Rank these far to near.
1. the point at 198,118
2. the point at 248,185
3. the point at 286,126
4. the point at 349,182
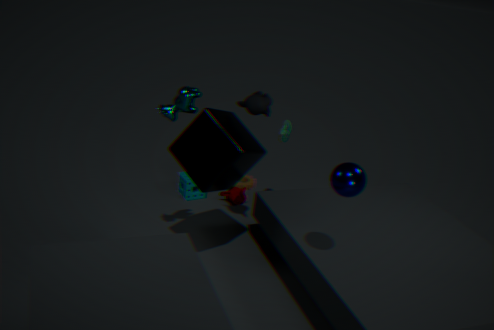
the point at 248,185 → the point at 286,126 → the point at 198,118 → the point at 349,182
